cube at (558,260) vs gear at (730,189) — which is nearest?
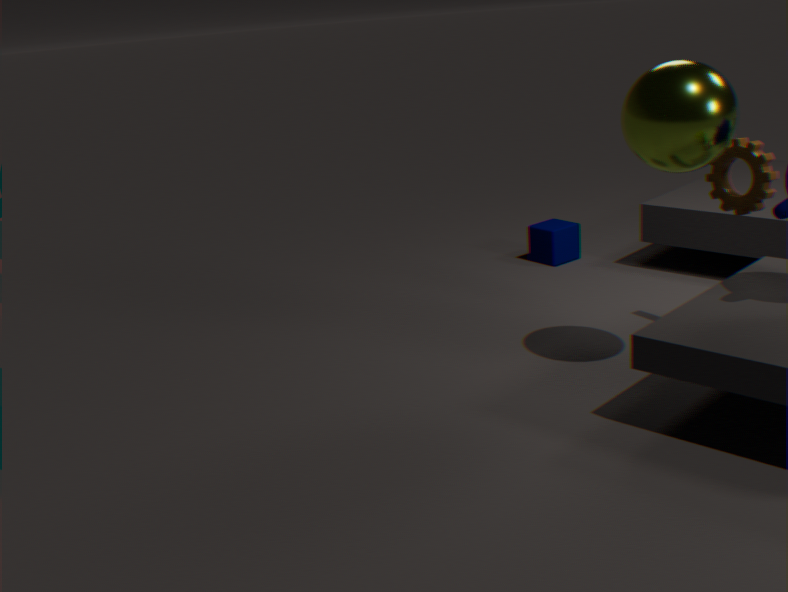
gear at (730,189)
